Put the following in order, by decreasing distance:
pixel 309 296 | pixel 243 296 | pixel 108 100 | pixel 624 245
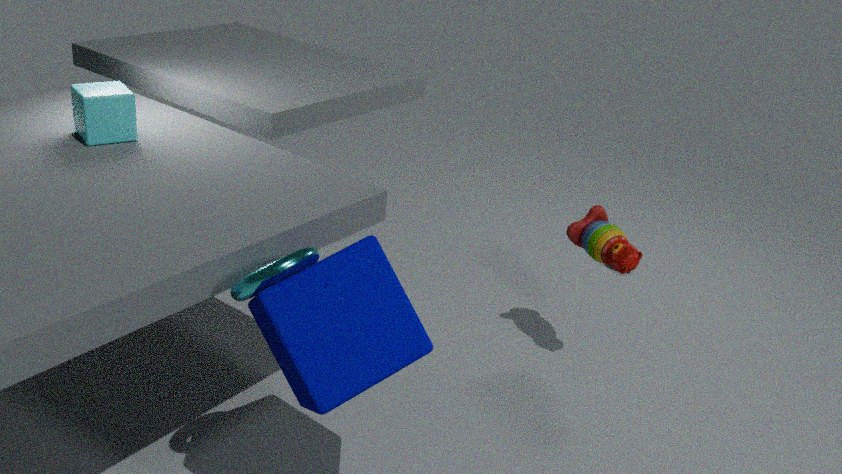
pixel 624 245
pixel 108 100
pixel 243 296
pixel 309 296
